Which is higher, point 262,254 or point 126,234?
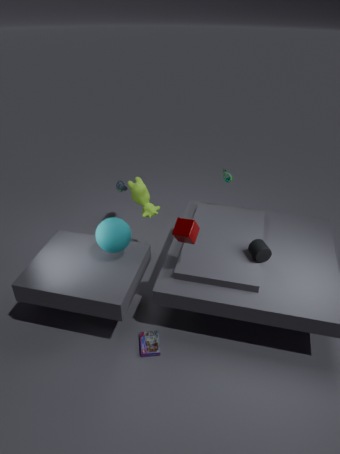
point 126,234
